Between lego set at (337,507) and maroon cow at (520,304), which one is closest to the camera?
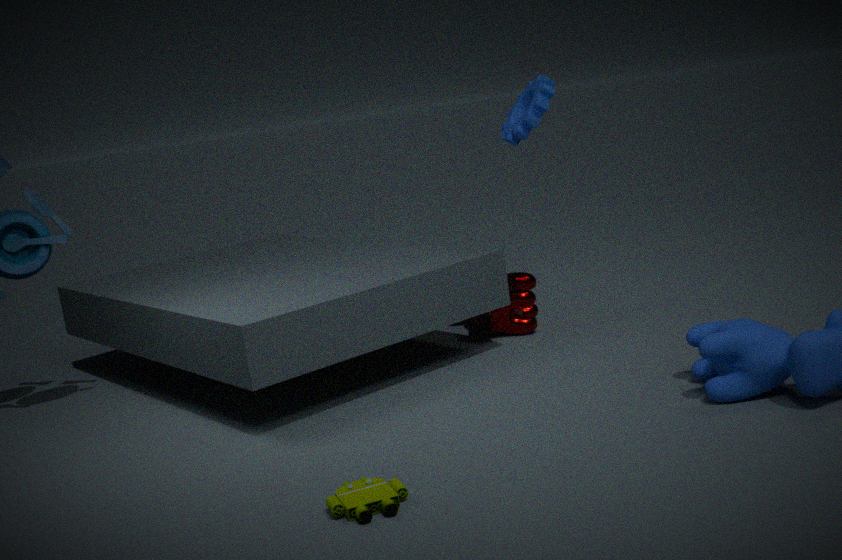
lego set at (337,507)
